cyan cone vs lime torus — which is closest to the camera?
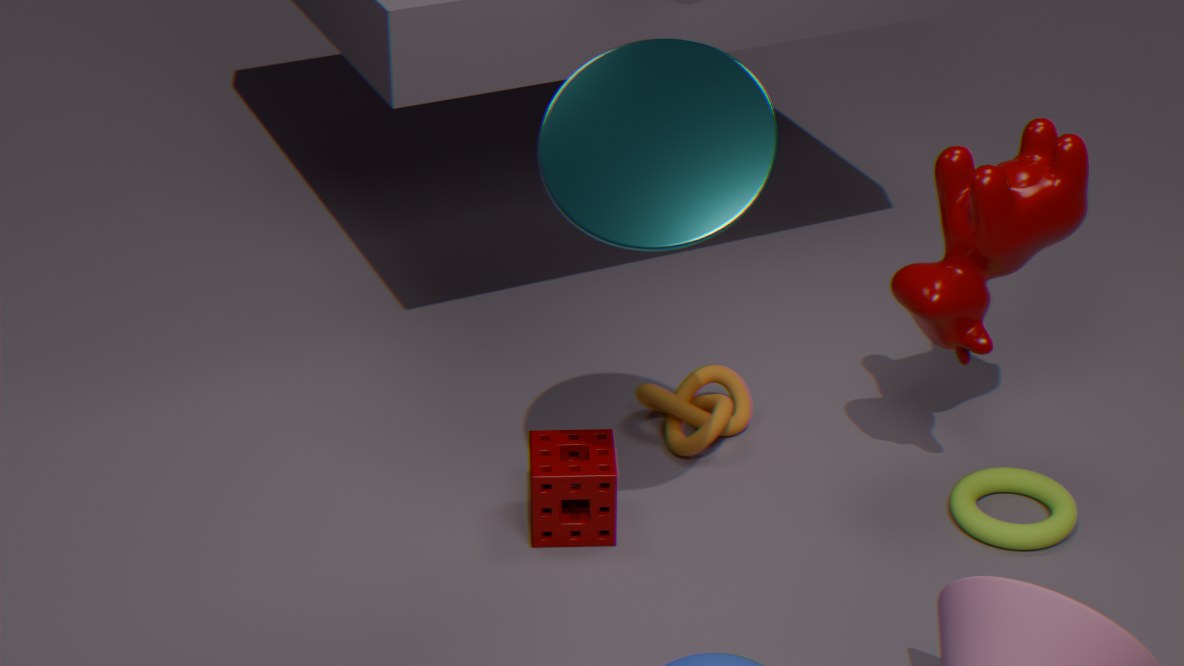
cyan cone
